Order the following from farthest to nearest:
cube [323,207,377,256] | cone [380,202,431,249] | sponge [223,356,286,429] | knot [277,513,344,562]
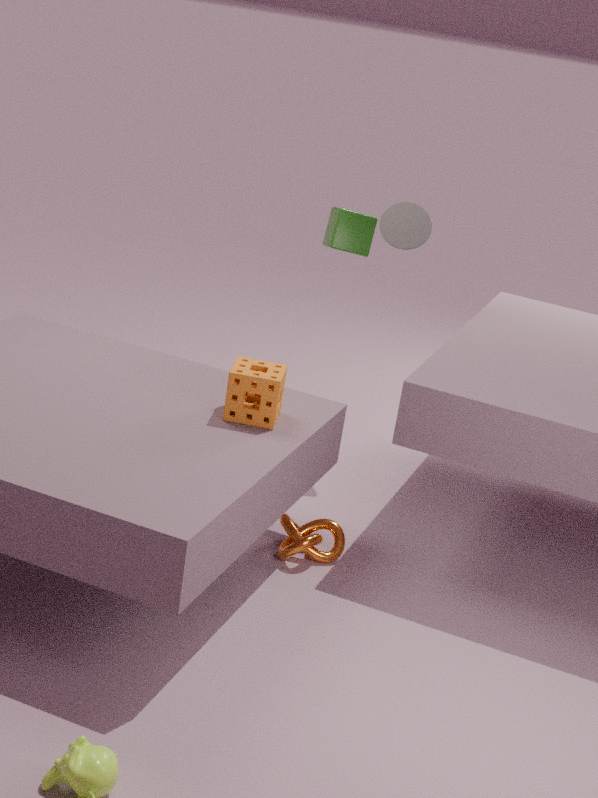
cube [323,207,377,256] → cone [380,202,431,249] → knot [277,513,344,562] → sponge [223,356,286,429]
